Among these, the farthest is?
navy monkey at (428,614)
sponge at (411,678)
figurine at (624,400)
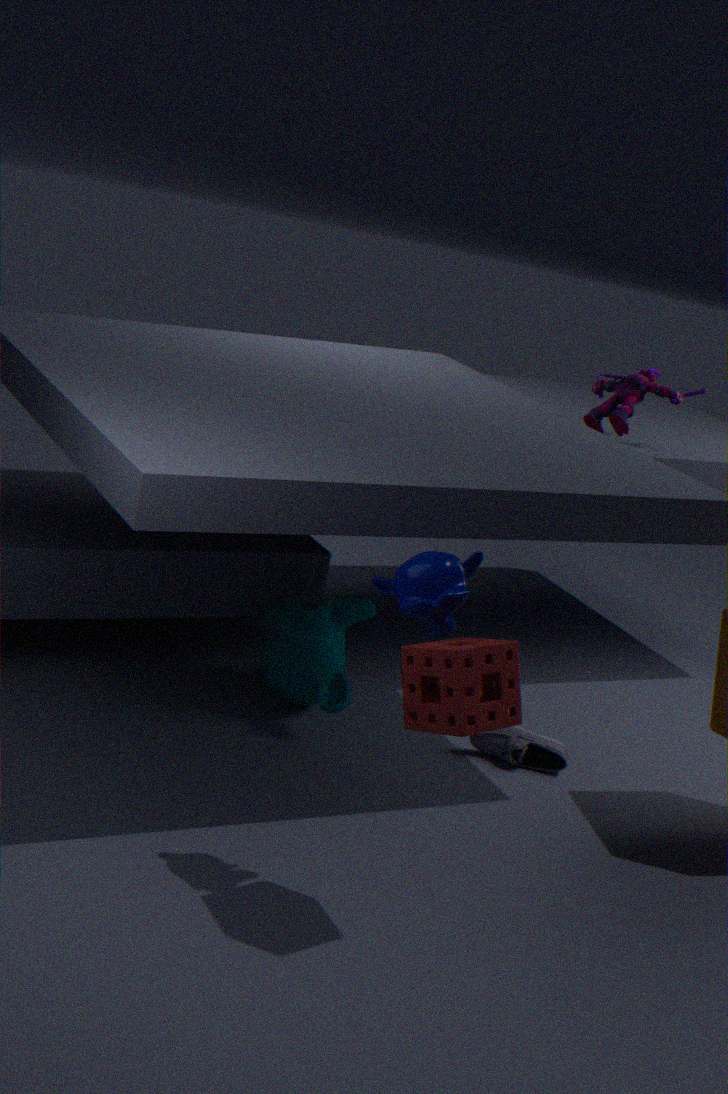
figurine at (624,400)
